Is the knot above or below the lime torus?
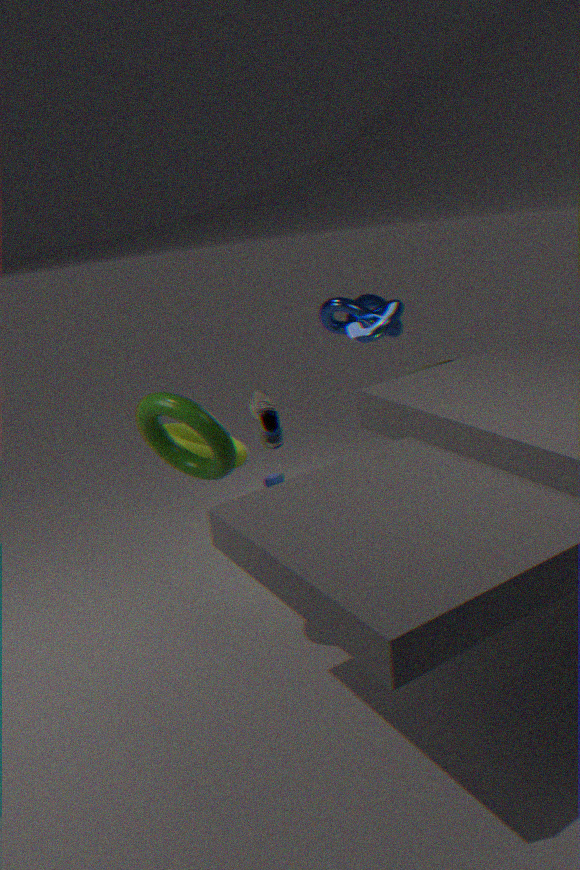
above
